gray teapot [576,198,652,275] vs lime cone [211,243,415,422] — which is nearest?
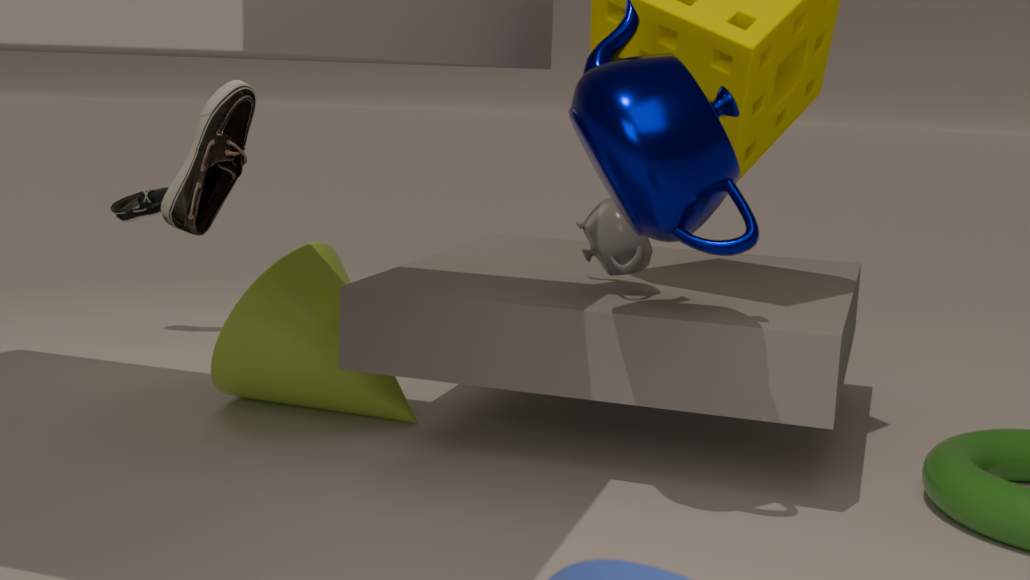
gray teapot [576,198,652,275]
